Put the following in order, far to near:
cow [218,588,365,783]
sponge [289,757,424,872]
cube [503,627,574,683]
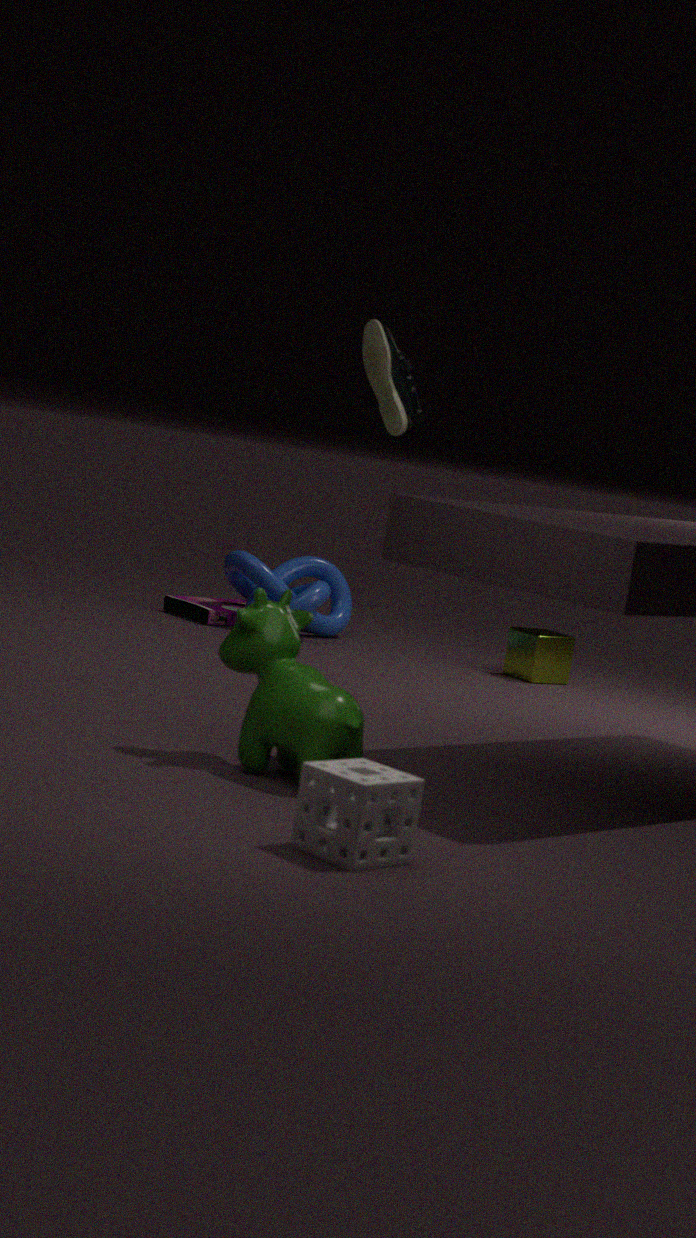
cube [503,627,574,683] → cow [218,588,365,783] → sponge [289,757,424,872]
